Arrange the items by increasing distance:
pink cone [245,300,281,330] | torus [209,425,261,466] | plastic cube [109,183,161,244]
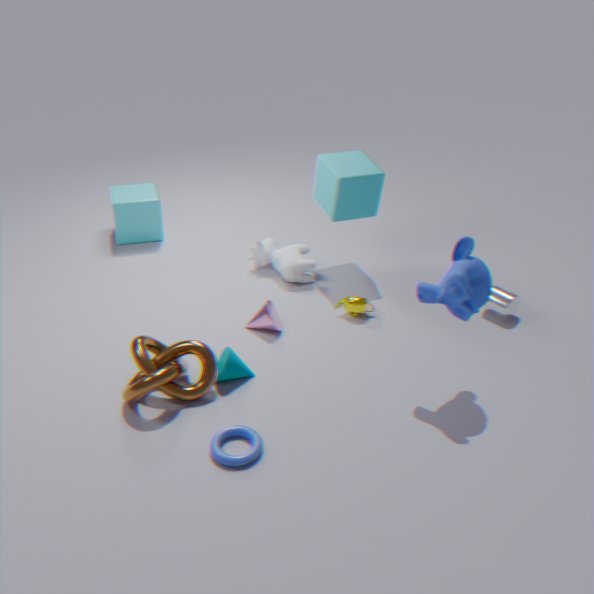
torus [209,425,261,466] < pink cone [245,300,281,330] < plastic cube [109,183,161,244]
